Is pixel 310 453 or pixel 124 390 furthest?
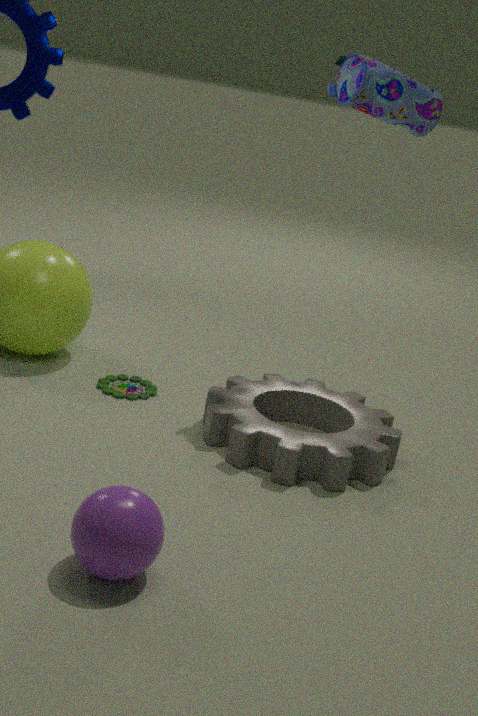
pixel 124 390
